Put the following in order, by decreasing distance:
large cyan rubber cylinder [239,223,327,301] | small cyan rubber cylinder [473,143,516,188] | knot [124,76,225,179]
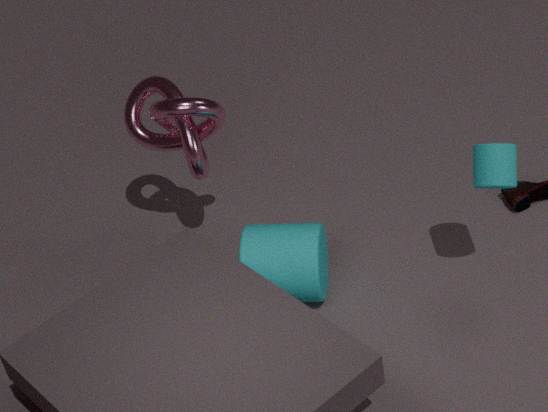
1. knot [124,76,225,179]
2. large cyan rubber cylinder [239,223,327,301]
3. small cyan rubber cylinder [473,143,516,188]
